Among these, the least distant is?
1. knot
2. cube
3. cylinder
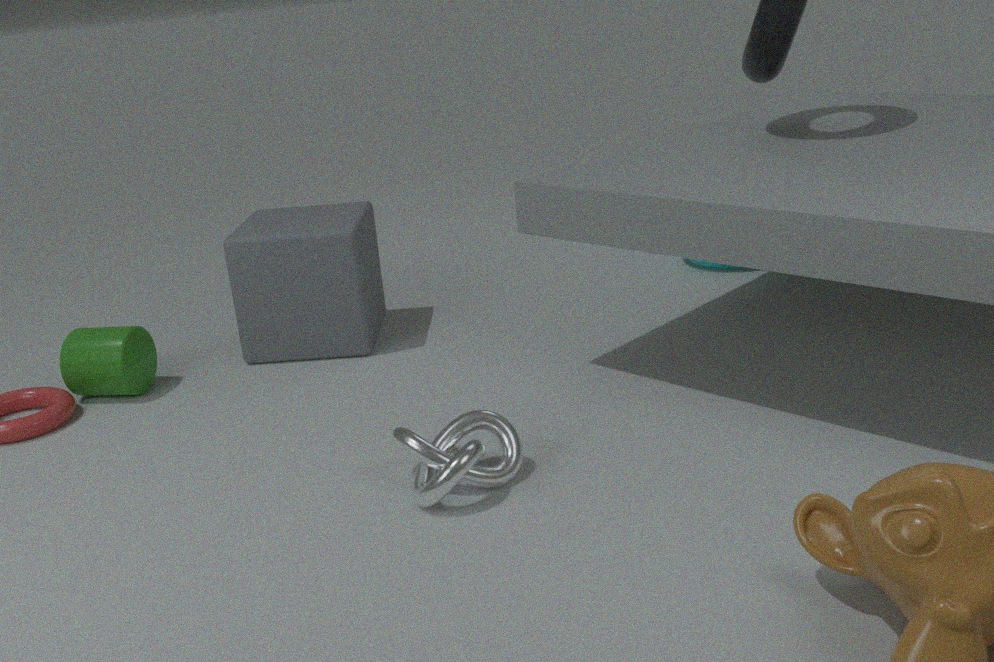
knot
